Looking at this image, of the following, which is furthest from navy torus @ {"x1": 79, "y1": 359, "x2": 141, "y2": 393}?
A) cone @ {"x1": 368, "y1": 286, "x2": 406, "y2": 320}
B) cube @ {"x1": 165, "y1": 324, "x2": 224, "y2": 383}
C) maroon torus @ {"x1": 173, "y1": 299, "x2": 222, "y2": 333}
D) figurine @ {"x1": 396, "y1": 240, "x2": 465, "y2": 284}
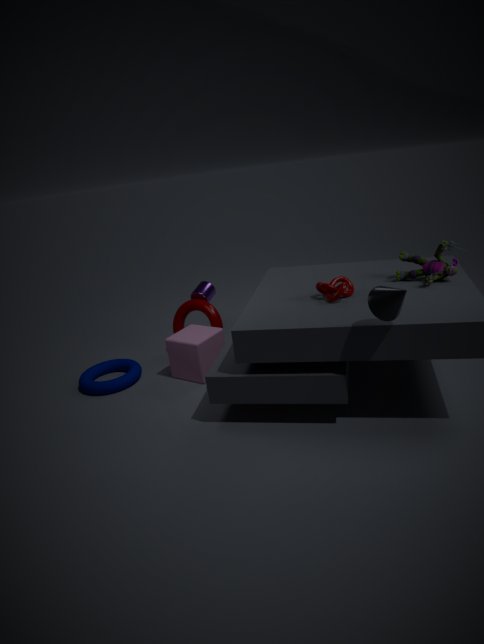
figurine @ {"x1": 396, "y1": 240, "x2": 465, "y2": 284}
